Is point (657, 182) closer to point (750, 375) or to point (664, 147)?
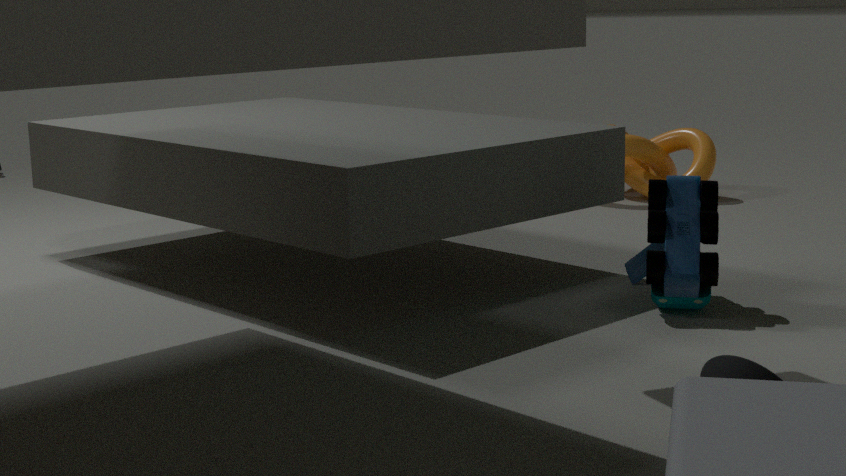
point (750, 375)
